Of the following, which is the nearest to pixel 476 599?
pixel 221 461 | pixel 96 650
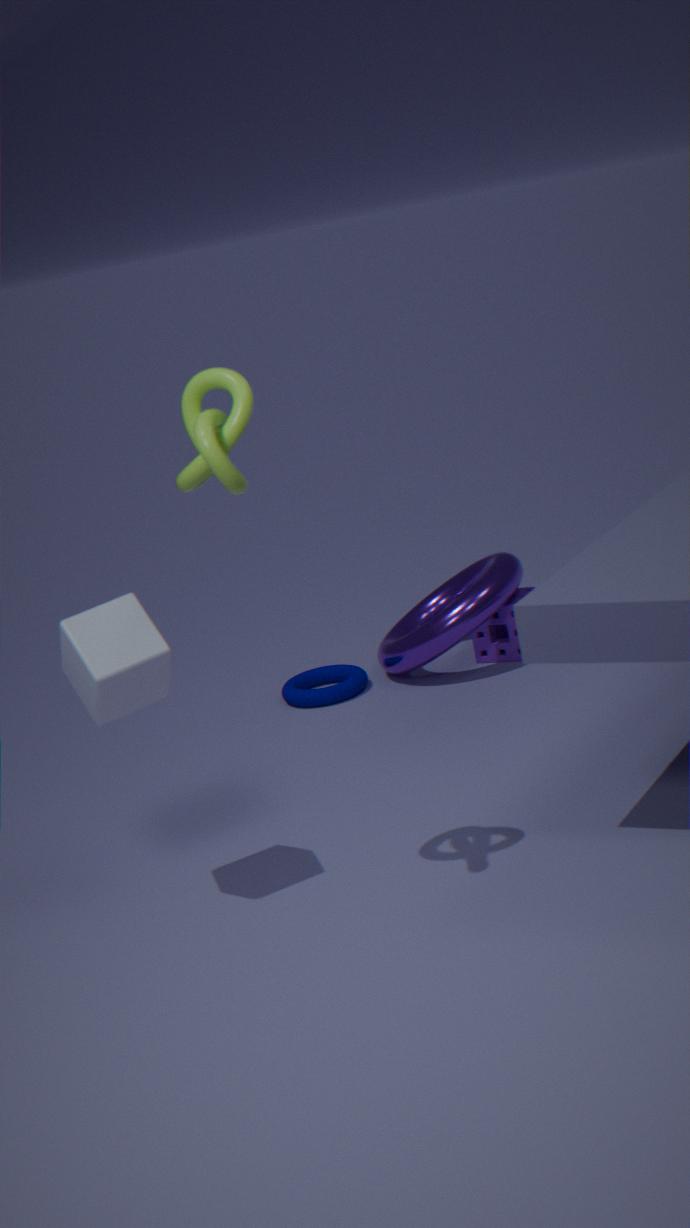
pixel 96 650
